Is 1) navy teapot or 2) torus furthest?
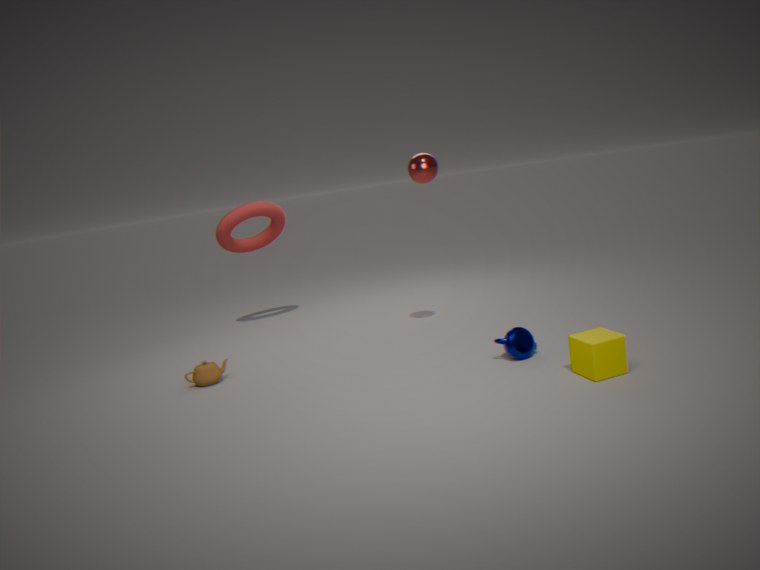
2. torus
